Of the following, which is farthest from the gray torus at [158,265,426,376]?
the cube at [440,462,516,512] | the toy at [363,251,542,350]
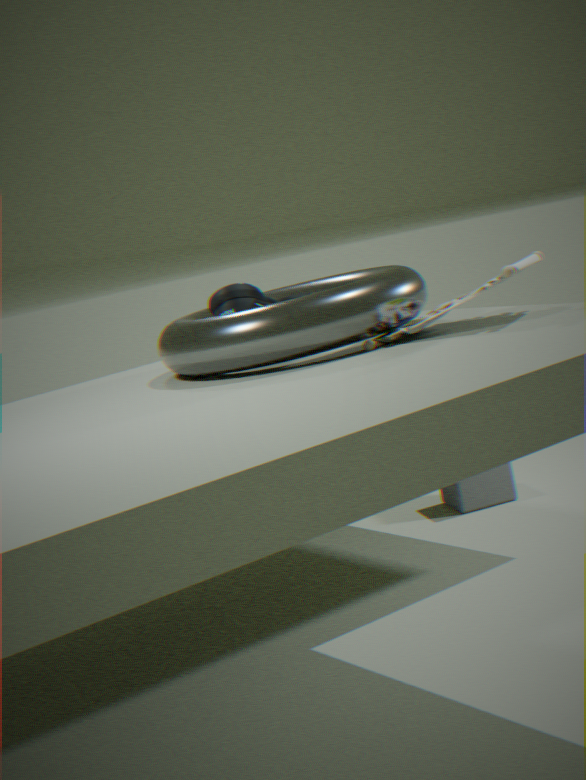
the cube at [440,462,516,512]
